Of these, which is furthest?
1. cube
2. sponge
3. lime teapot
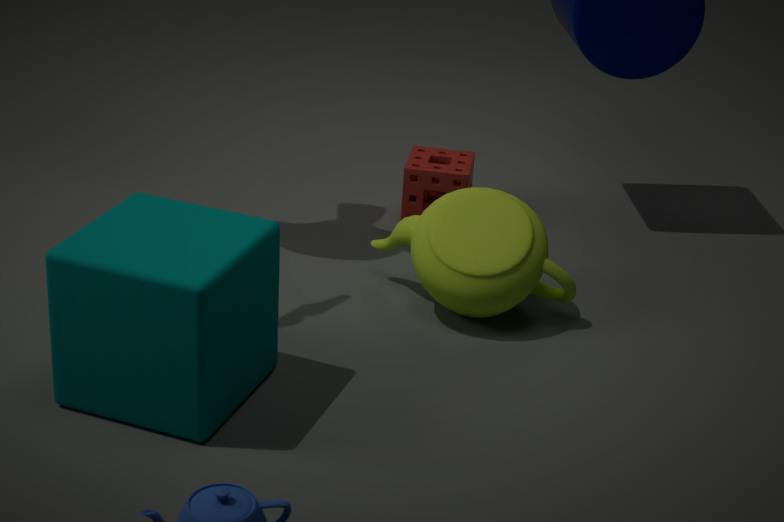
sponge
